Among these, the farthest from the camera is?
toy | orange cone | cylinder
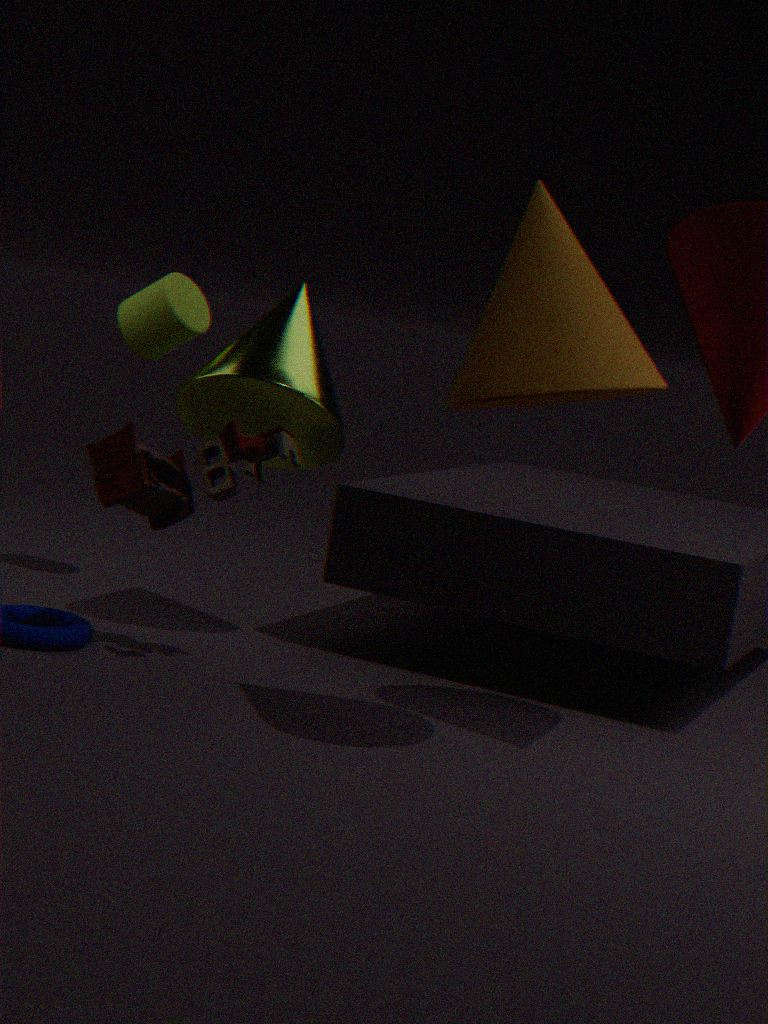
cylinder
